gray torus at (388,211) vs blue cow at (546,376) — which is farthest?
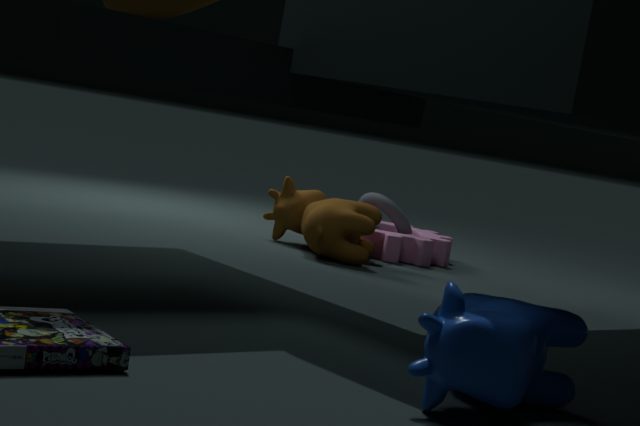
gray torus at (388,211)
